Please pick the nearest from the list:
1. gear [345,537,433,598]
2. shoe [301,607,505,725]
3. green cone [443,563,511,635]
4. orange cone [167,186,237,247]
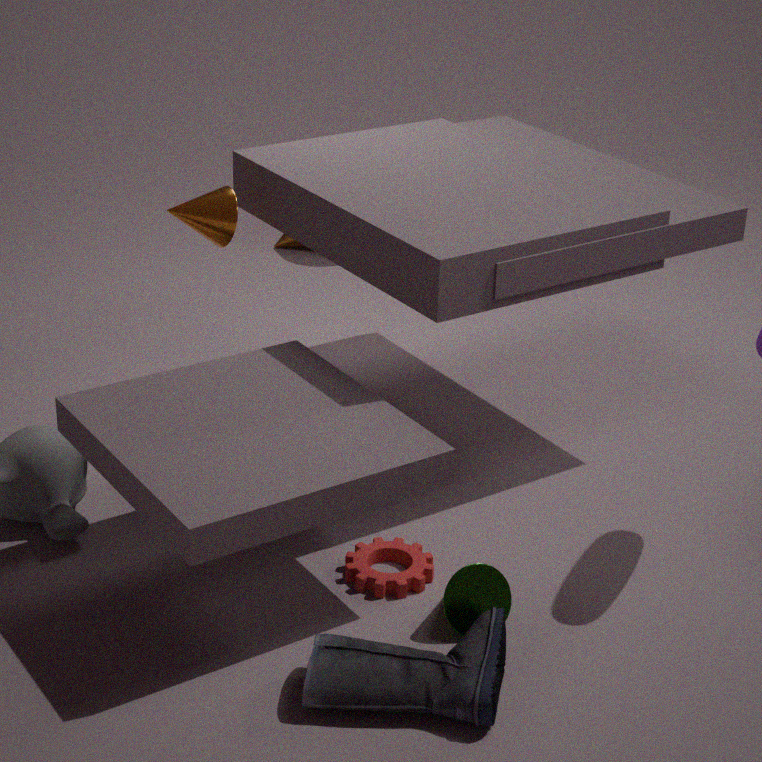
shoe [301,607,505,725]
